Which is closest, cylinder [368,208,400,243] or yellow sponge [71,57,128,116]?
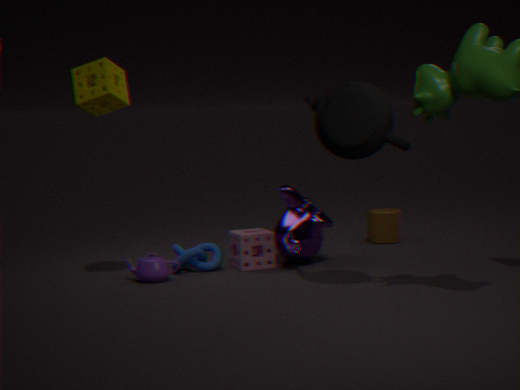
yellow sponge [71,57,128,116]
